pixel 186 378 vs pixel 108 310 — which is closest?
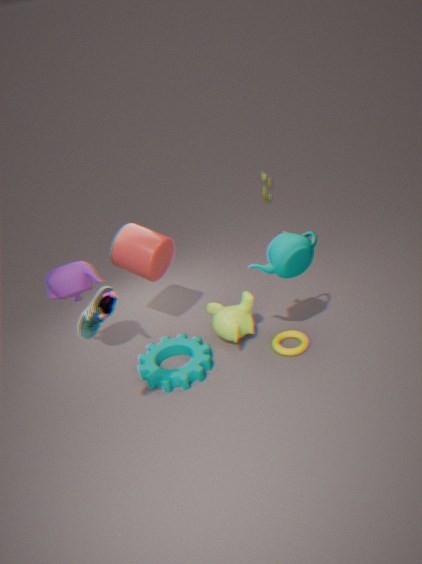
pixel 108 310
